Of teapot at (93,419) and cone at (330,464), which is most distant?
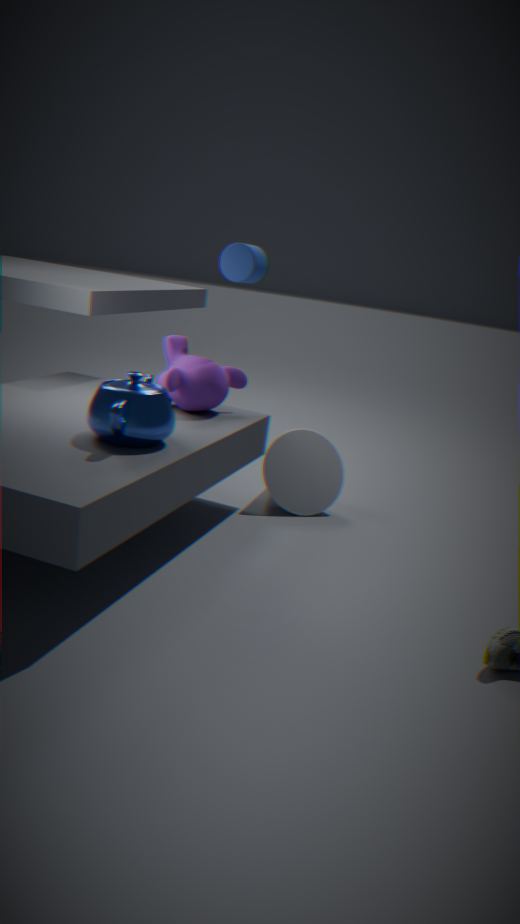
cone at (330,464)
